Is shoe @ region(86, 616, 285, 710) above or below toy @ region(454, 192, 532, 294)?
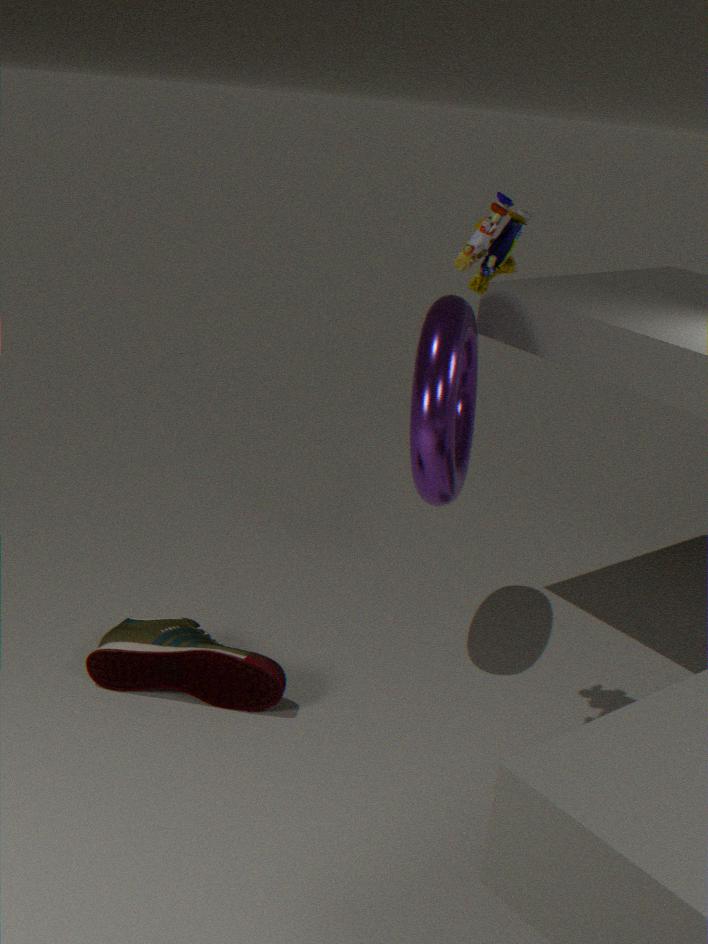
below
